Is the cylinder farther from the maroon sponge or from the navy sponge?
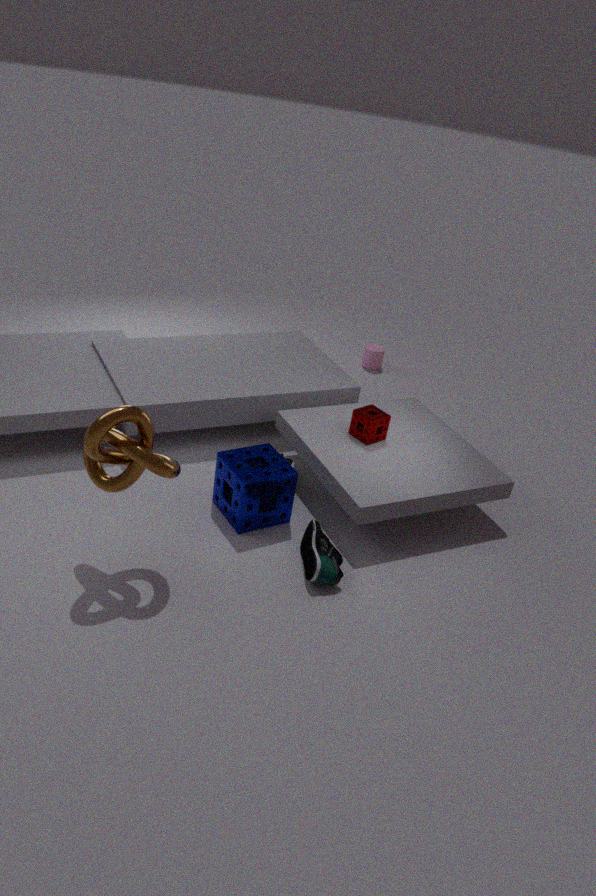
the navy sponge
